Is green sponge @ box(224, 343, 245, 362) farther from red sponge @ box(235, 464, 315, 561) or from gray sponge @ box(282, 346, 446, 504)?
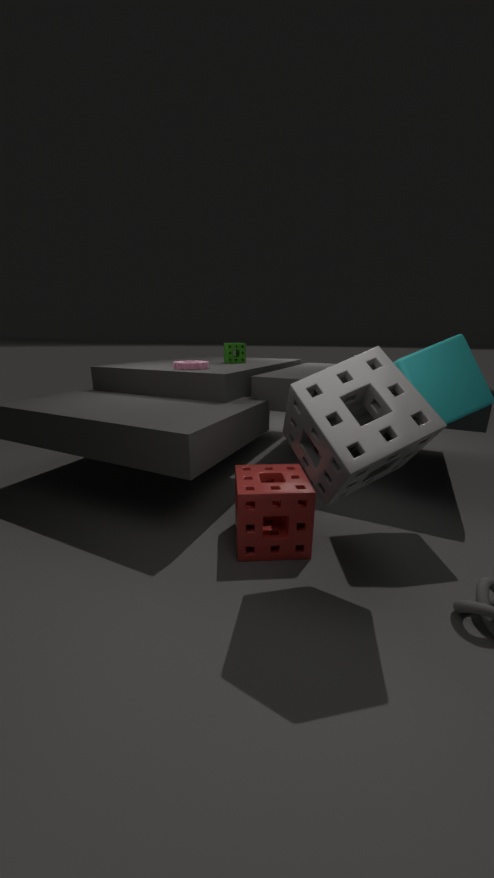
gray sponge @ box(282, 346, 446, 504)
